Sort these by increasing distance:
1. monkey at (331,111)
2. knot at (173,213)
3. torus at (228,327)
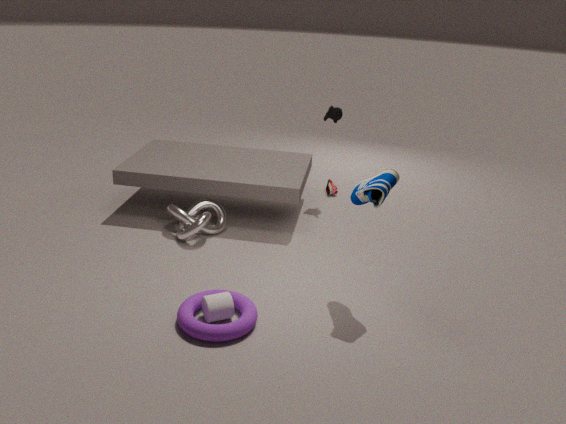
torus at (228,327) < knot at (173,213) < monkey at (331,111)
